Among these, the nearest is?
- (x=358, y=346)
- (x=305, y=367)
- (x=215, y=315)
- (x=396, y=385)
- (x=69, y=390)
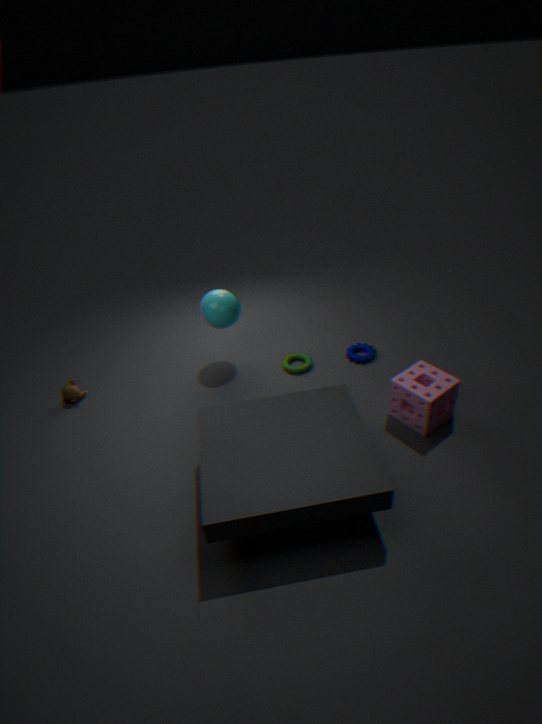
(x=396, y=385)
